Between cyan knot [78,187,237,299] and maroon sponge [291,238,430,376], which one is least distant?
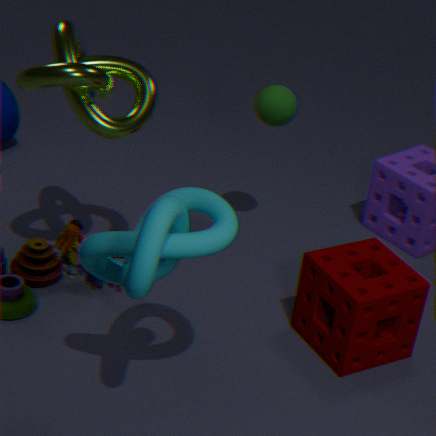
cyan knot [78,187,237,299]
